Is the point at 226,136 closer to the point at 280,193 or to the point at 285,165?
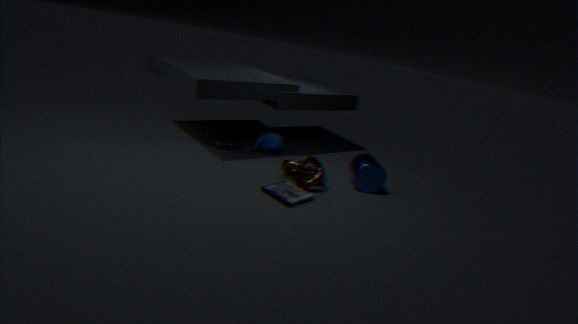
the point at 285,165
